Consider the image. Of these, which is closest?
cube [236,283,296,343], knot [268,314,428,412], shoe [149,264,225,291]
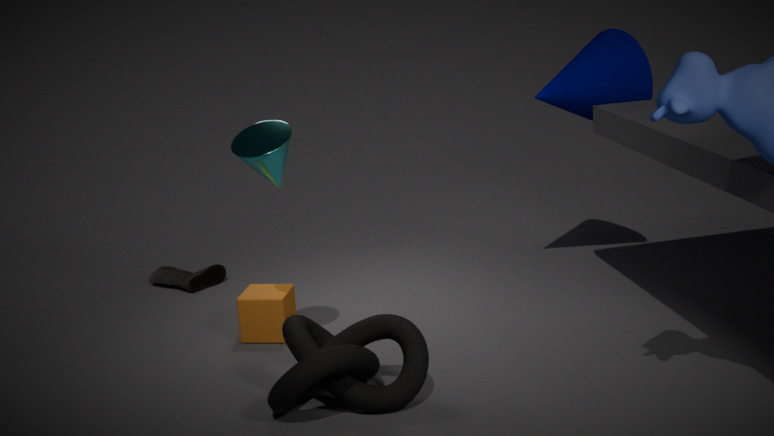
knot [268,314,428,412]
